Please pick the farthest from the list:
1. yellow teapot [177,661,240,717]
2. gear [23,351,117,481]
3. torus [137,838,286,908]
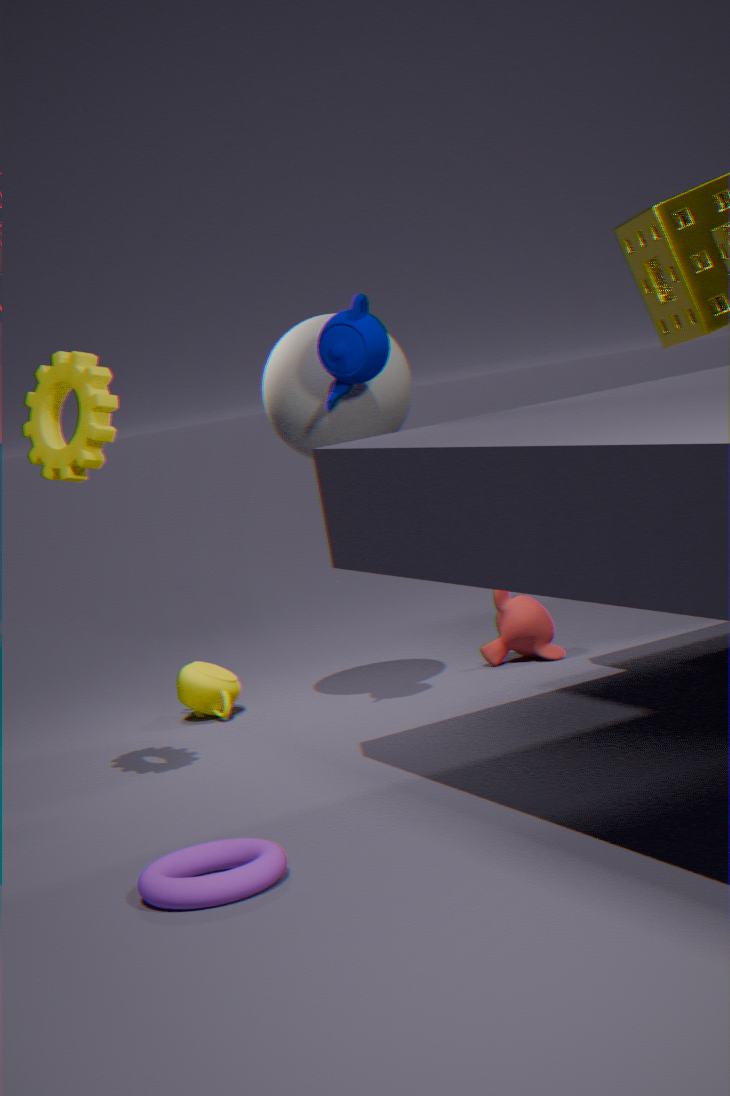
yellow teapot [177,661,240,717]
